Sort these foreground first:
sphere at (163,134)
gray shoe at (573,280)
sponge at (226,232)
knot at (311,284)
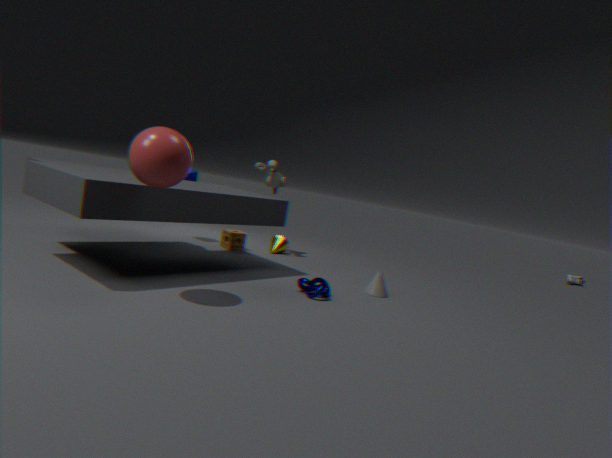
1. sphere at (163,134)
2. knot at (311,284)
3. sponge at (226,232)
4. gray shoe at (573,280)
